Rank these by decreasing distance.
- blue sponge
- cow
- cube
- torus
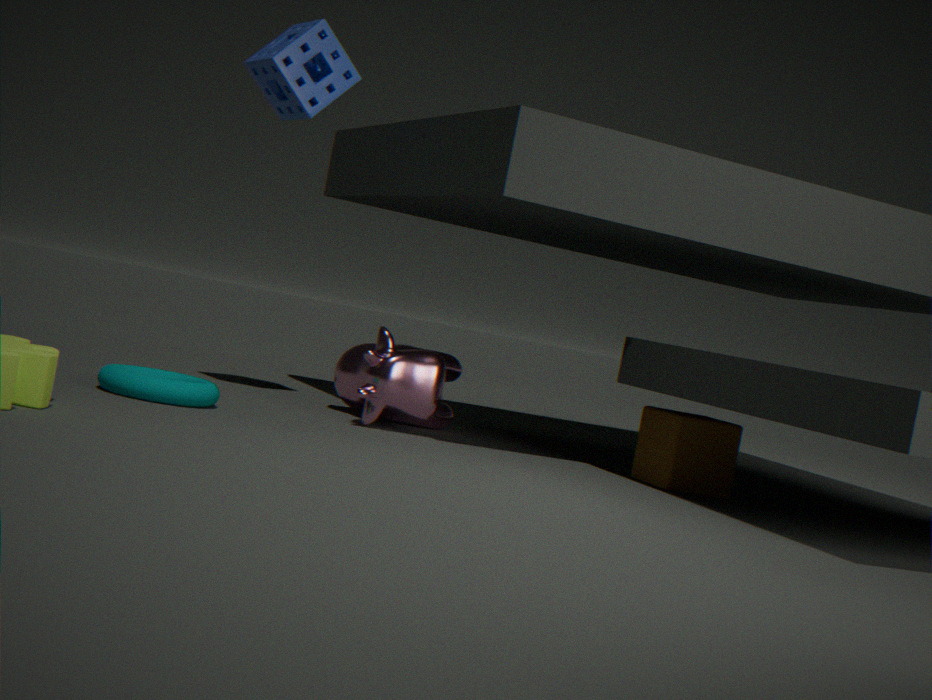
1. blue sponge
2. cow
3. cube
4. torus
